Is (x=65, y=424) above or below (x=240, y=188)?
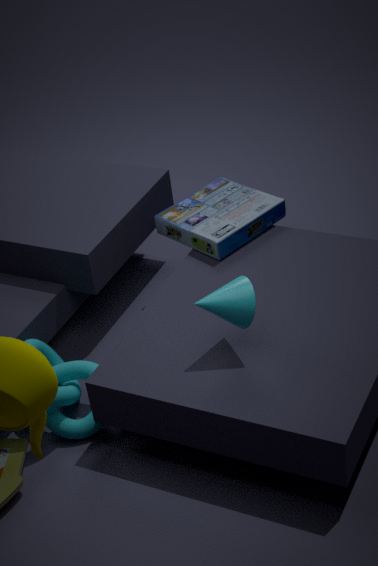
below
